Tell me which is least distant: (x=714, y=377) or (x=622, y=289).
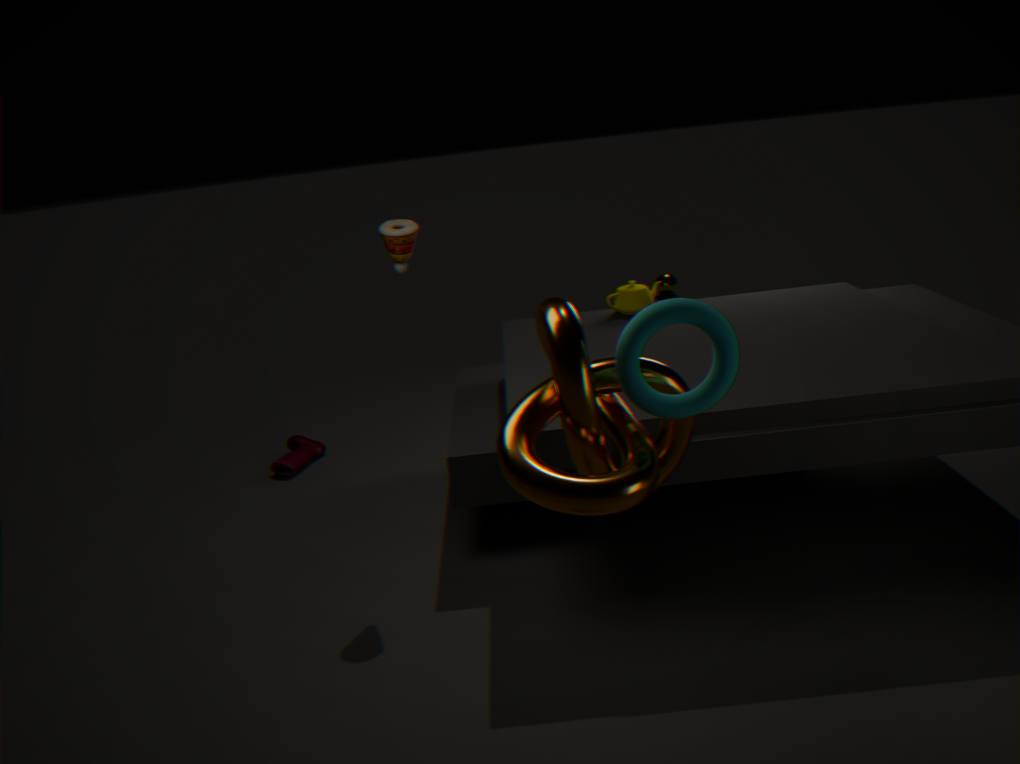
(x=714, y=377)
